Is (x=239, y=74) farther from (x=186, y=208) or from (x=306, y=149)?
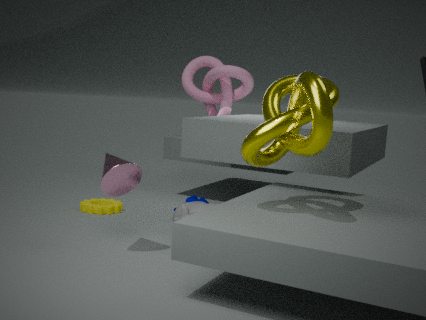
(x=306, y=149)
